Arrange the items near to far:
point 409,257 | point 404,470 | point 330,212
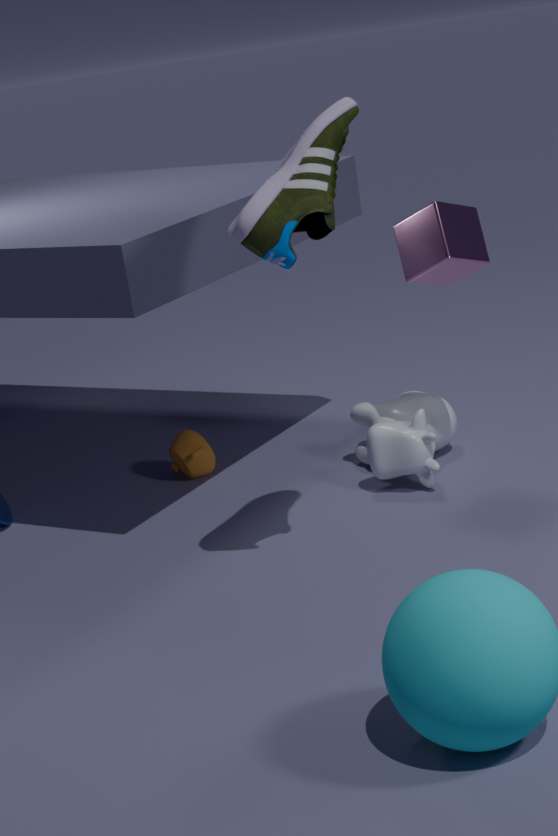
point 330,212
point 409,257
point 404,470
